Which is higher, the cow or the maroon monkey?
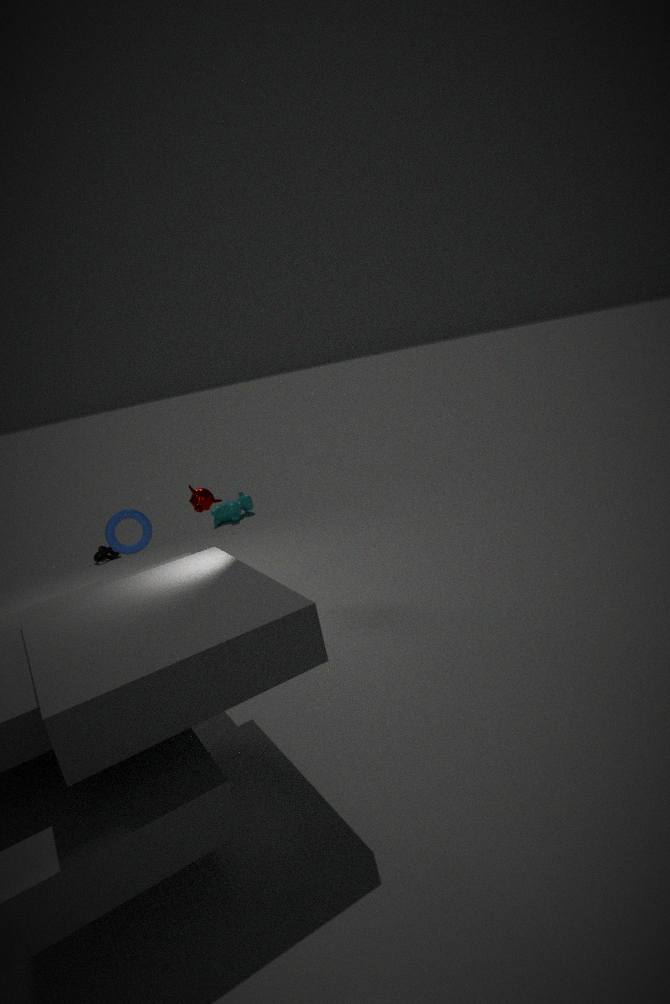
the maroon monkey
